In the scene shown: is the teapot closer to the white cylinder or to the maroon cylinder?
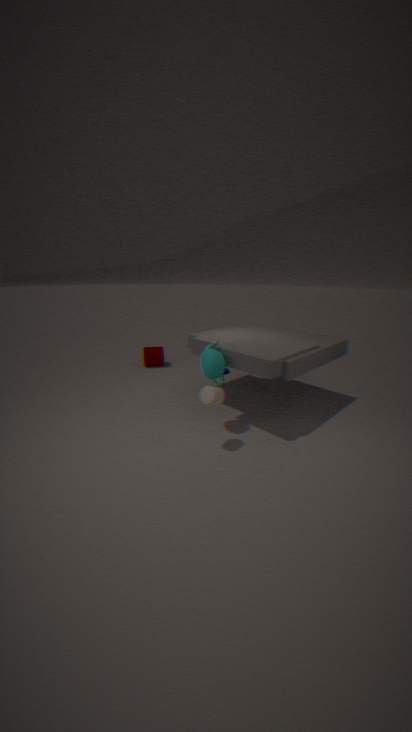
the white cylinder
